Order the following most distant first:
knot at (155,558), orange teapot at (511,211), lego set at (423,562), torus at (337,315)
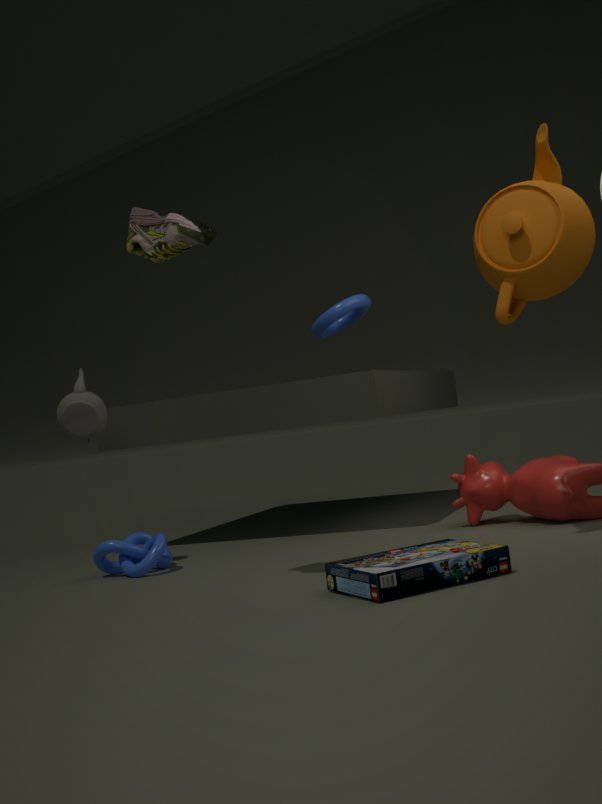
torus at (337,315) < knot at (155,558) < orange teapot at (511,211) < lego set at (423,562)
